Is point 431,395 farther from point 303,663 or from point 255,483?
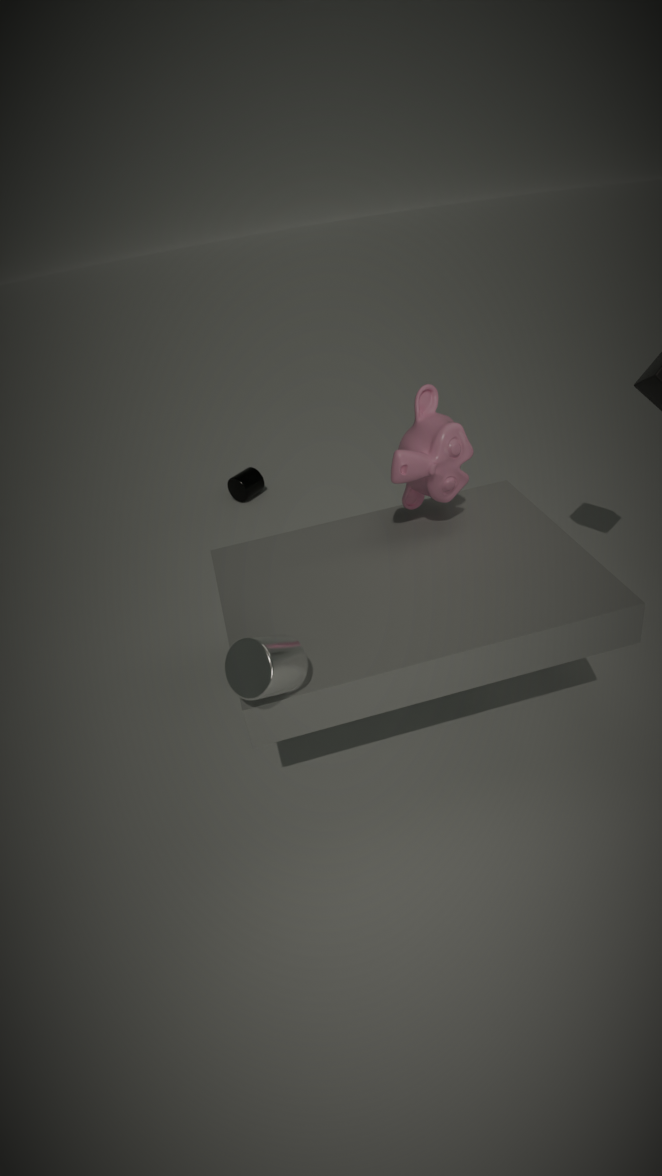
point 255,483
